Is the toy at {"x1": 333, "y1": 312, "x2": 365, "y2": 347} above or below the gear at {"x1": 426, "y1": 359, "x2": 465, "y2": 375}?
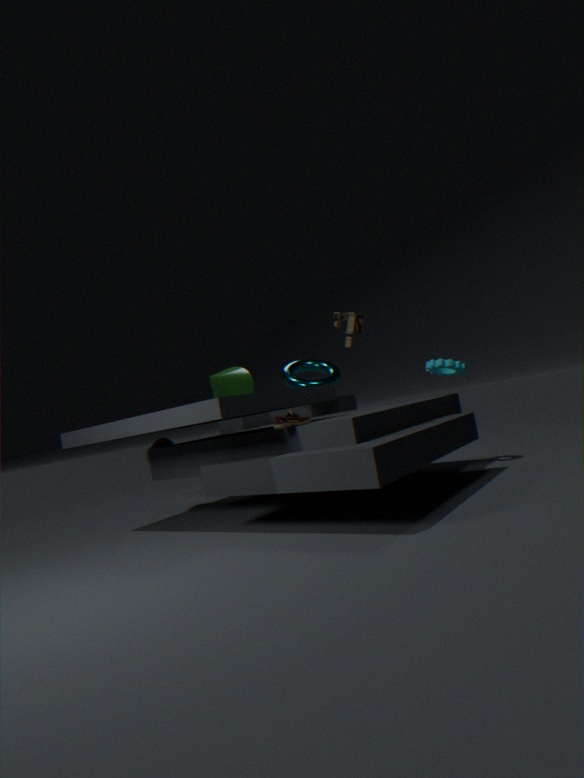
above
